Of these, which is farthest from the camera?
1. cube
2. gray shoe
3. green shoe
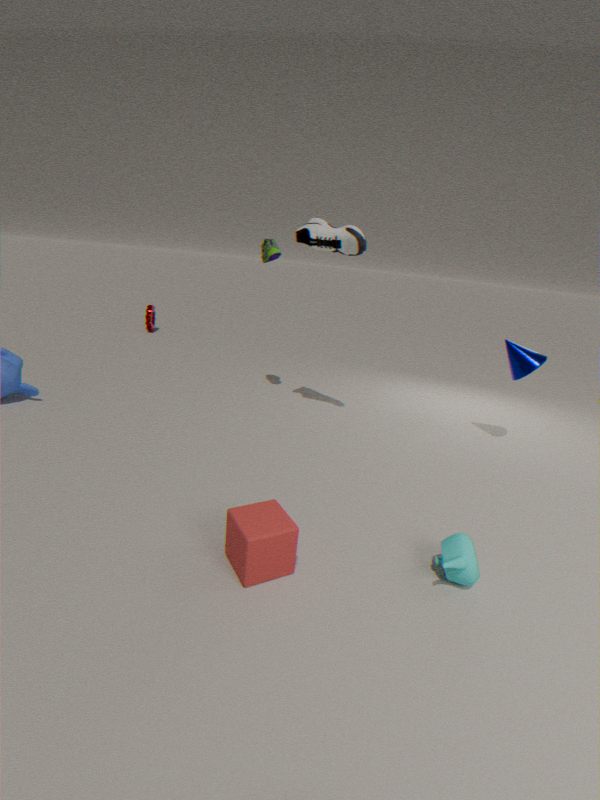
green shoe
